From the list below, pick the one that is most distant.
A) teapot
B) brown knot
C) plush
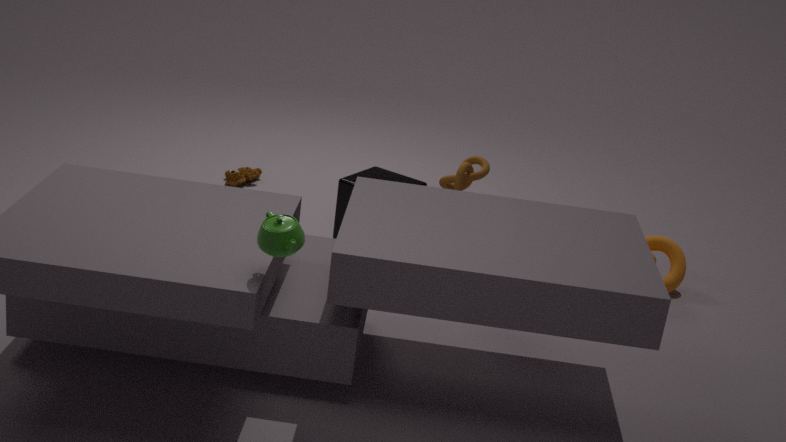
plush
